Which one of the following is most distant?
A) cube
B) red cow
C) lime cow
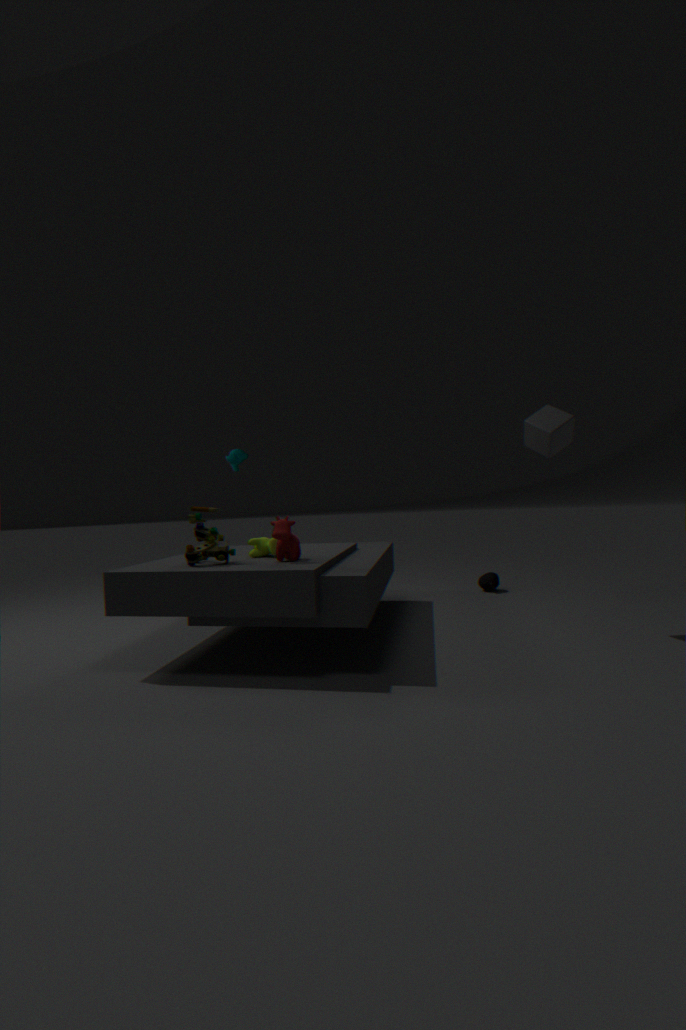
cube
